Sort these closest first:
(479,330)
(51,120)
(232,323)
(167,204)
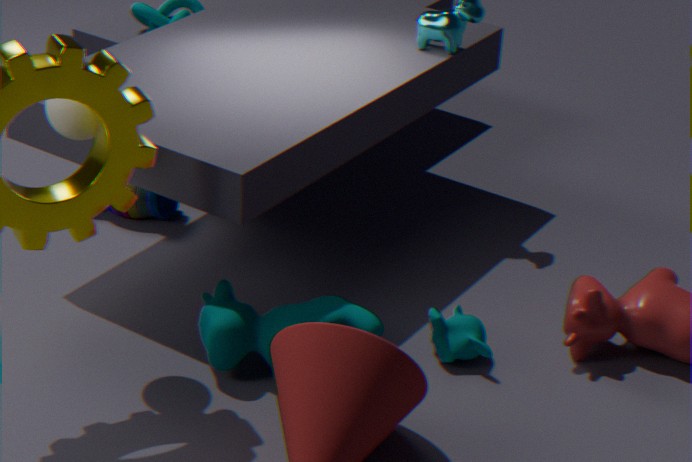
(51,120)
(232,323)
(479,330)
(167,204)
